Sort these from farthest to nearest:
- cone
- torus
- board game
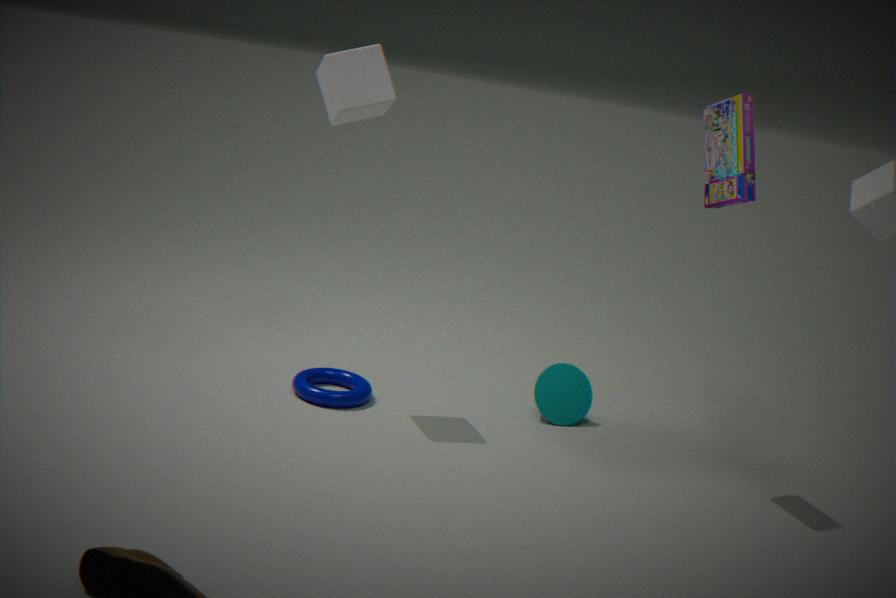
cone → torus → board game
